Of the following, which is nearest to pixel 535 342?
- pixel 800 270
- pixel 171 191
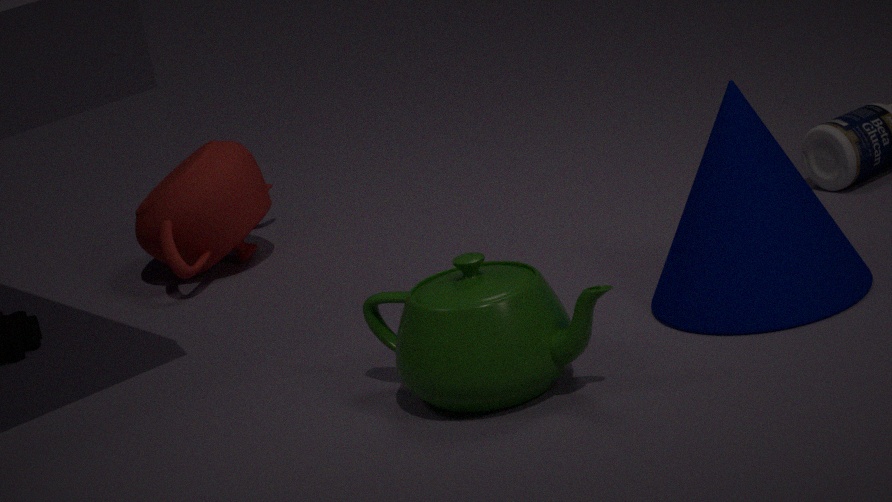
pixel 800 270
